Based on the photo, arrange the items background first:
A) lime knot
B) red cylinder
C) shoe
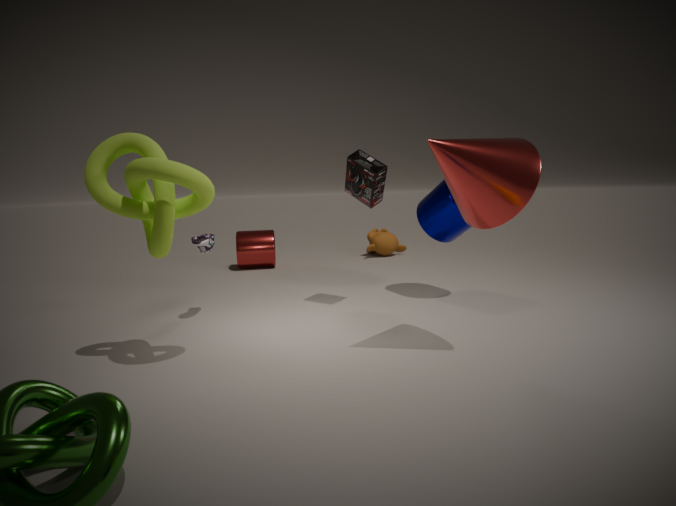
B. red cylinder
C. shoe
A. lime knot
